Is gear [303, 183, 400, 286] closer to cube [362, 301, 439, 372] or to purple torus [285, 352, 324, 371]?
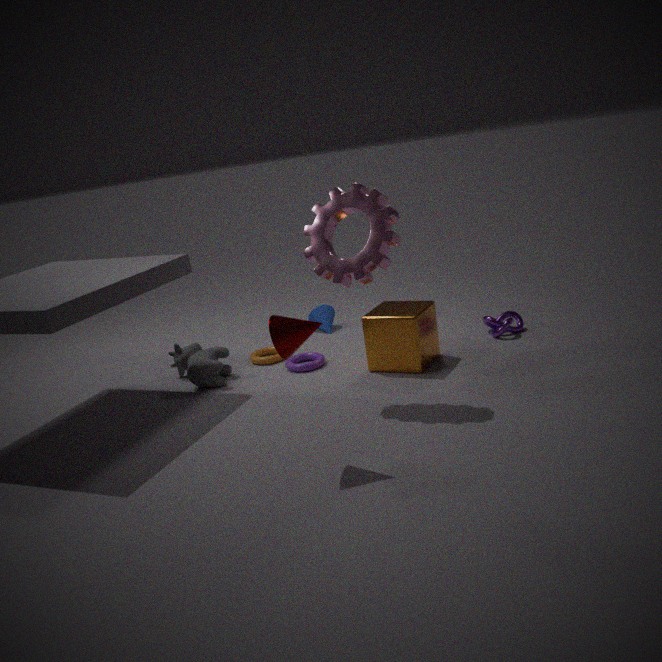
cube [362, 301, 439, 372]
